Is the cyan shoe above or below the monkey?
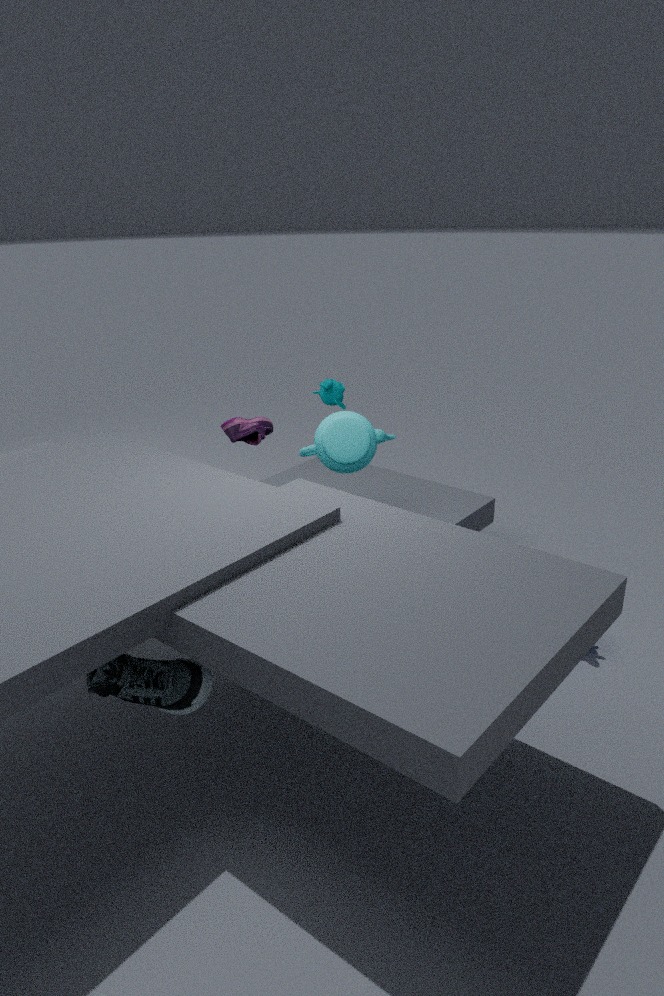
below
